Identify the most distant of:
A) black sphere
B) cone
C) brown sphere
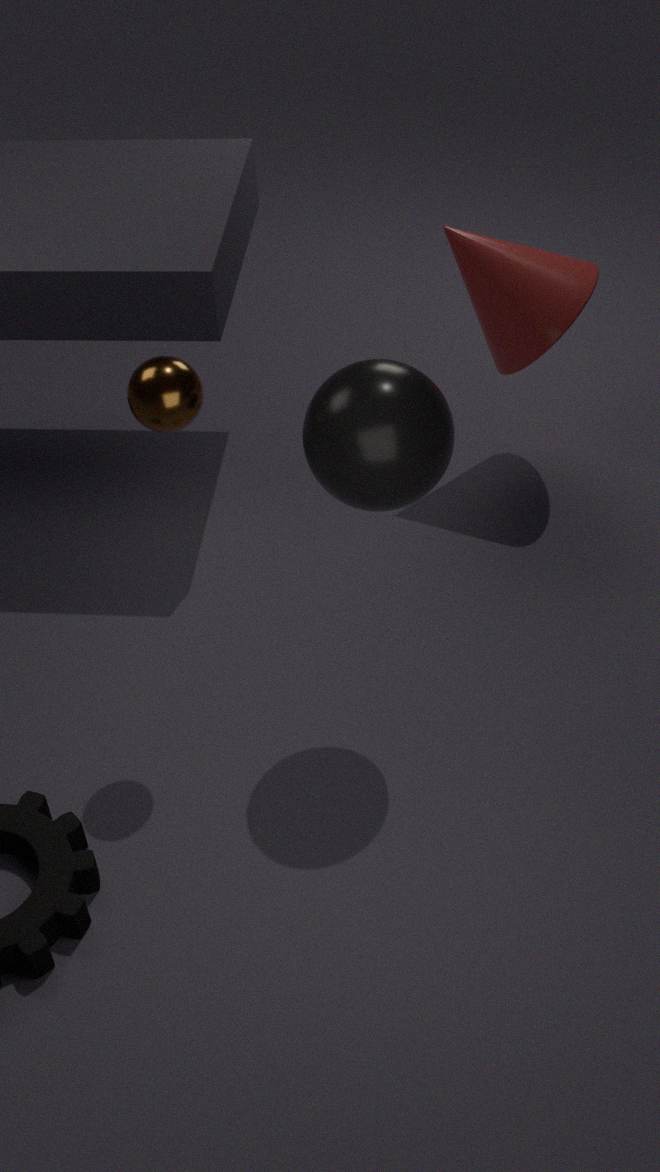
cone
